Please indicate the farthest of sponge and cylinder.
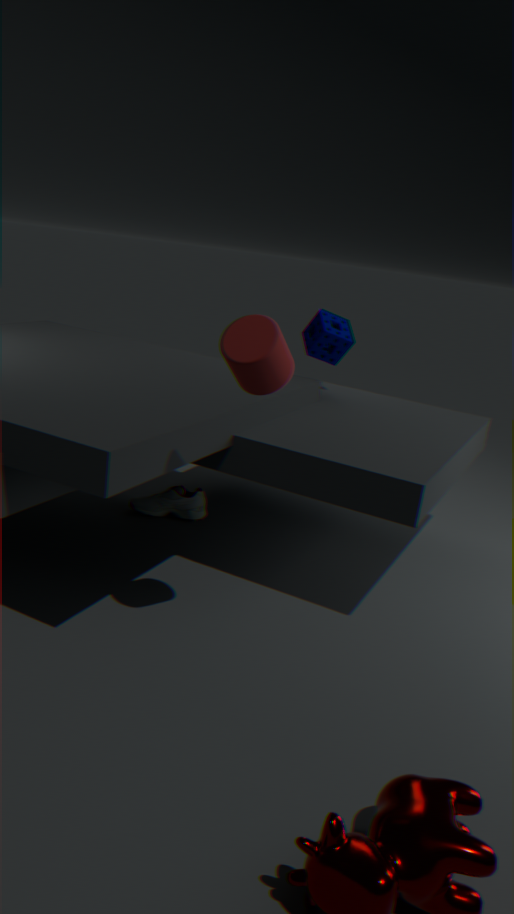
sponge
